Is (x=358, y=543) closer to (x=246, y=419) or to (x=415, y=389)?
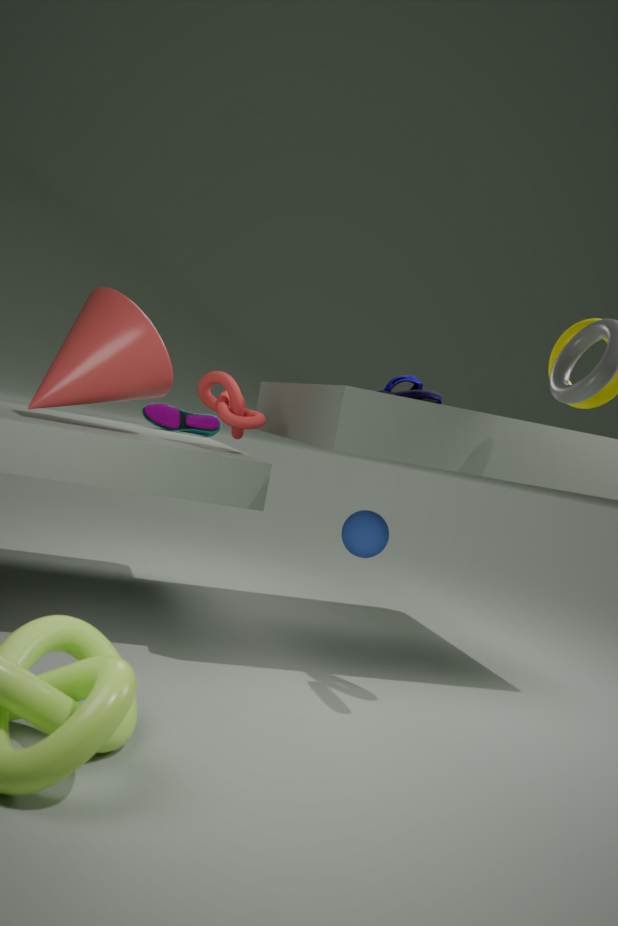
(x=415, y=389)
